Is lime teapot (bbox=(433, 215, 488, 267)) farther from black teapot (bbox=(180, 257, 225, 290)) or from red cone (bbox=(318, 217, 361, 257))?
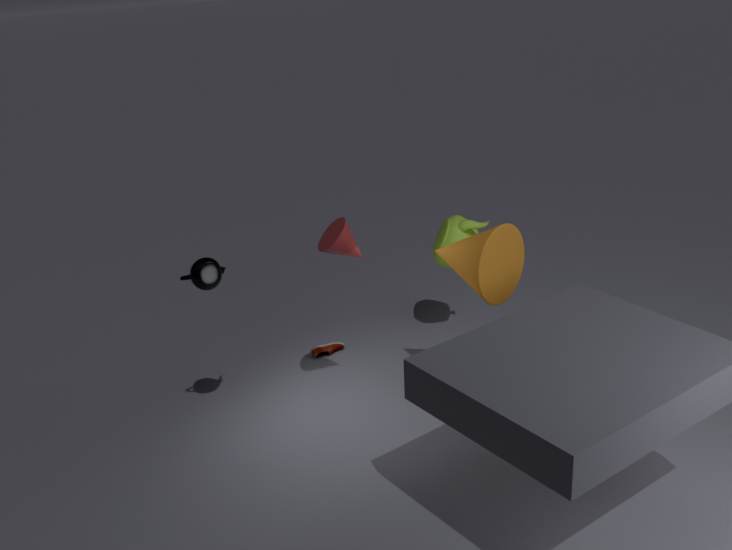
black teapot (bbox=(180, 257, 225, 290))
